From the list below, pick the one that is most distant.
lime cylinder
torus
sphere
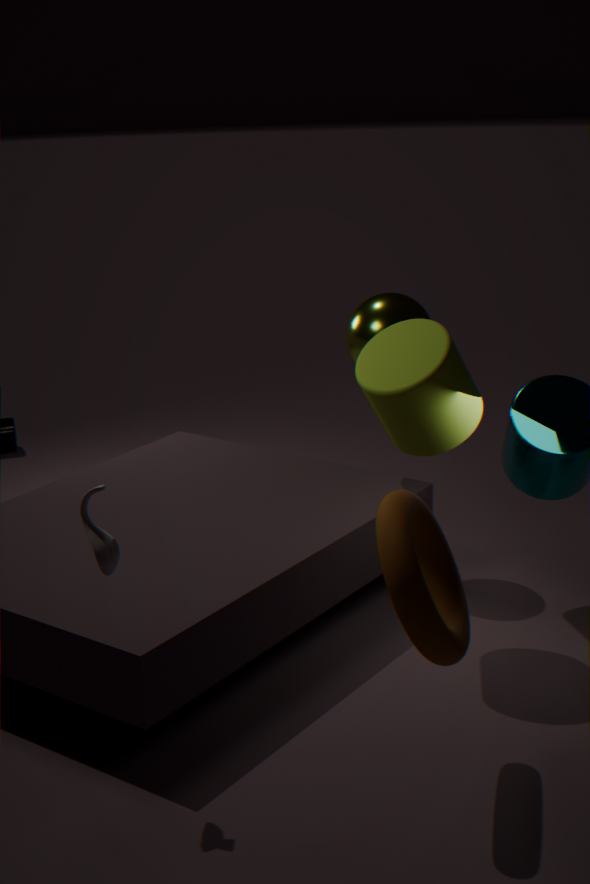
sphere
